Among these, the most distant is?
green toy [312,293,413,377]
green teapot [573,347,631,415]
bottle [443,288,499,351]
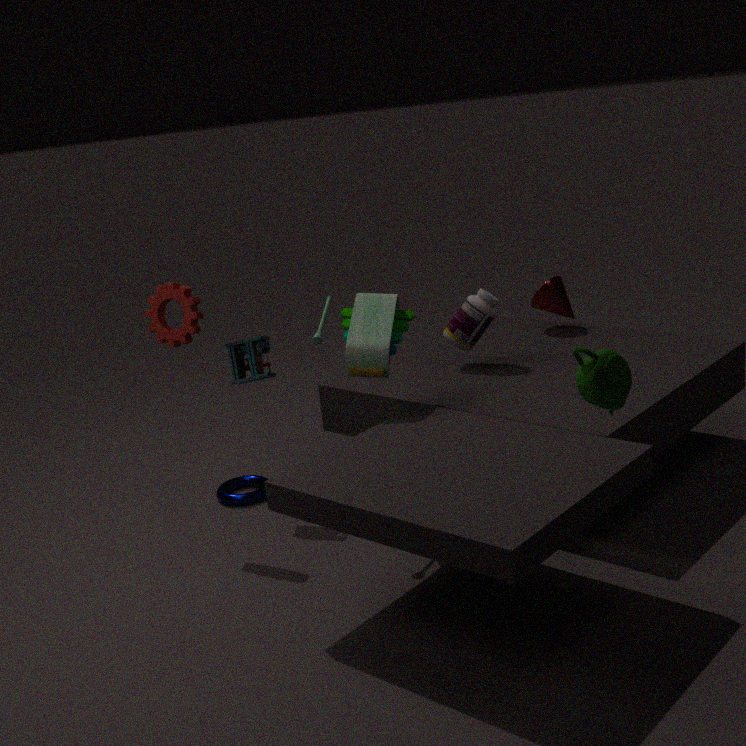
bottle [443,288,499,351]
